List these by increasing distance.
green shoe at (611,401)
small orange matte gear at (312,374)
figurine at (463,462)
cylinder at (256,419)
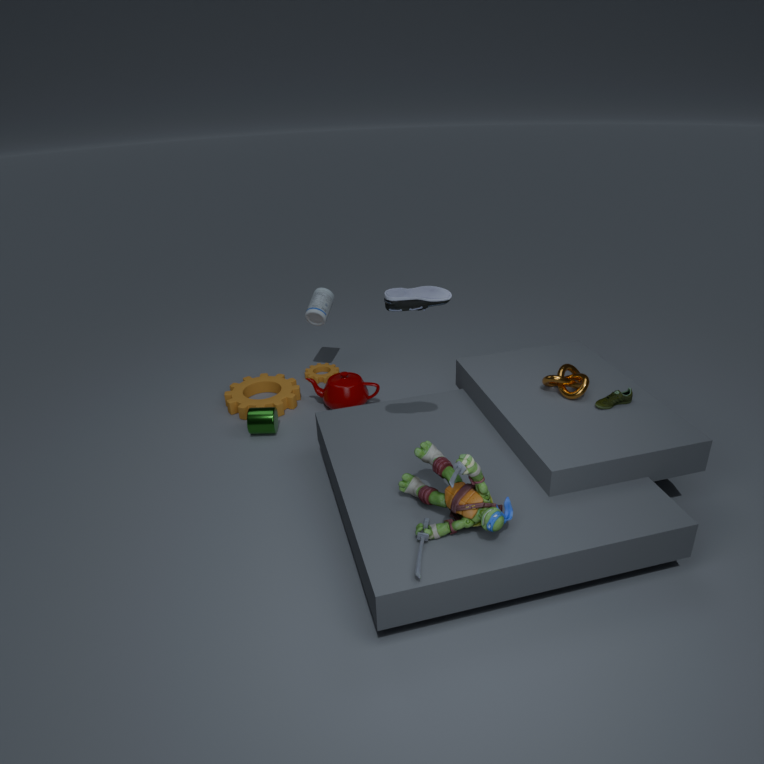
figurine at (463,462)
green shoe at (611,401)
cylinder at (256,419)
small orange matte gear at (312,374)
